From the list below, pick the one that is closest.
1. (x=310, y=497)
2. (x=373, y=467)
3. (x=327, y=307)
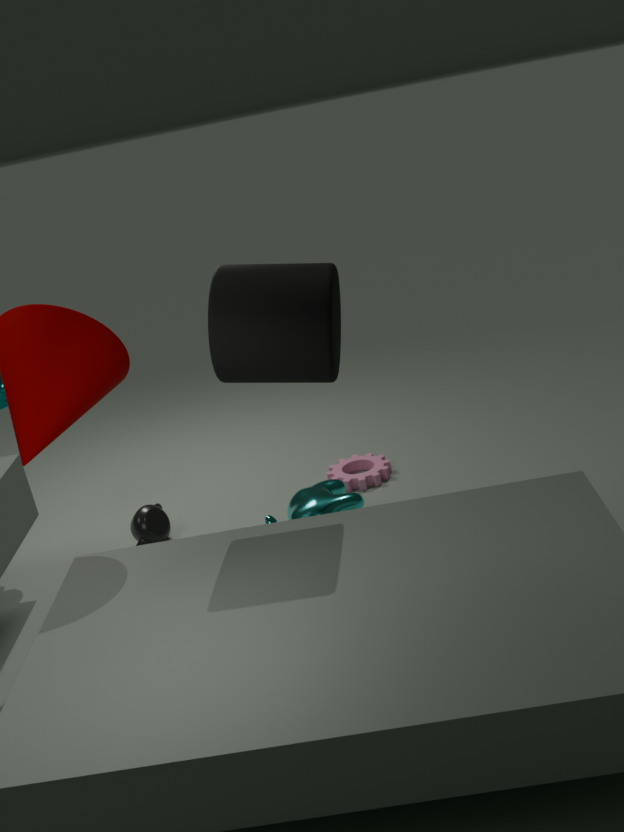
(x=327, y=307)
